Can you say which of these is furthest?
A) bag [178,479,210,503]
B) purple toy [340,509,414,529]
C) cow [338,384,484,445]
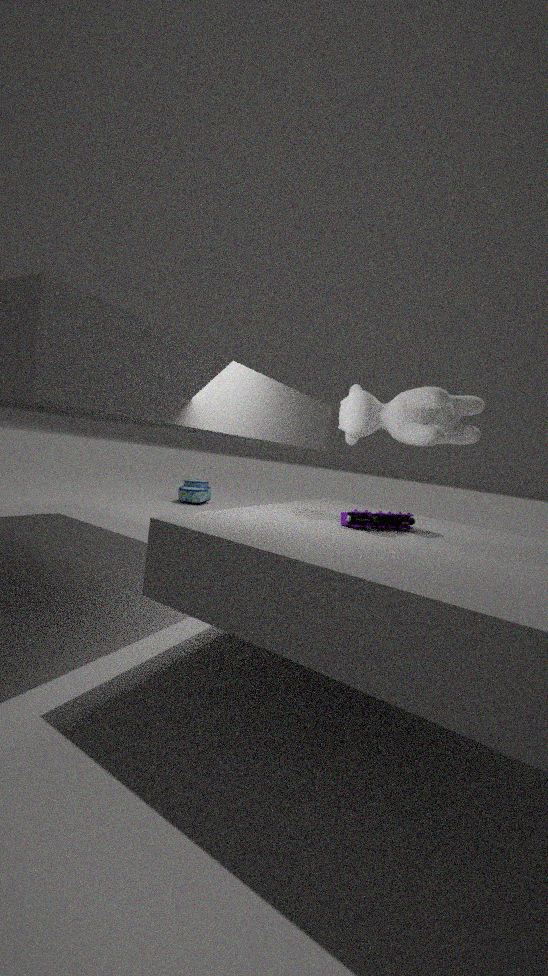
bag [178,479,210,503]
